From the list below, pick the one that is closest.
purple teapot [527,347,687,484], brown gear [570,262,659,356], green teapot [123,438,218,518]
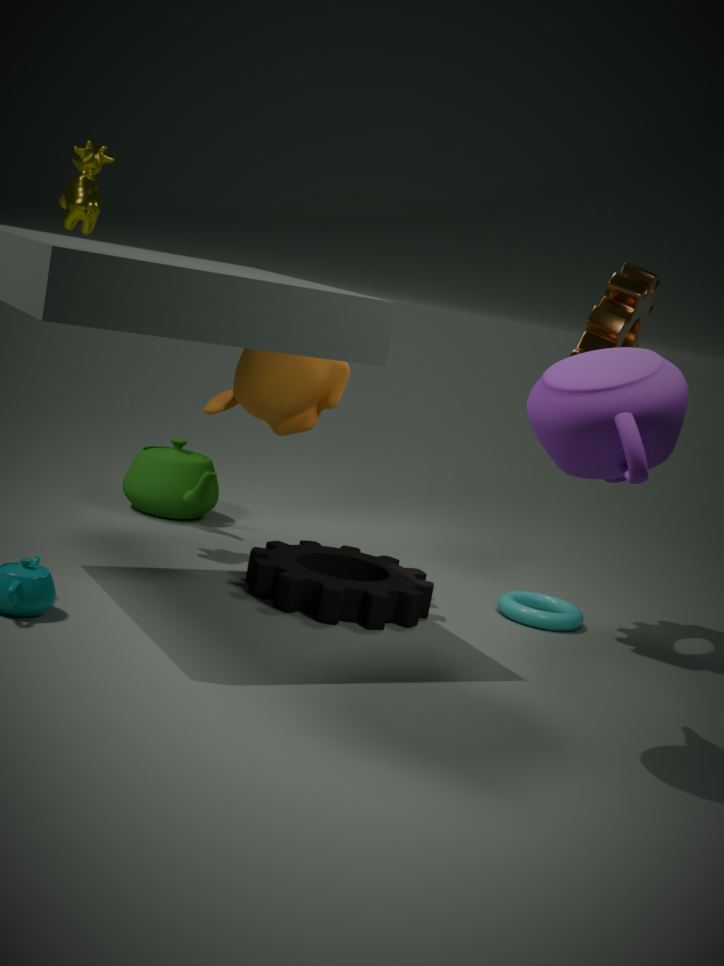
purple teapot [527,347,687,484]
